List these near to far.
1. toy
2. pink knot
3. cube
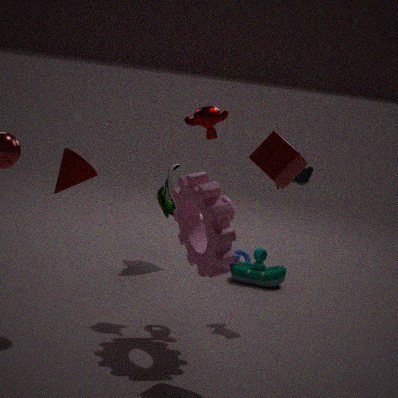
cube < pink knot < toy
